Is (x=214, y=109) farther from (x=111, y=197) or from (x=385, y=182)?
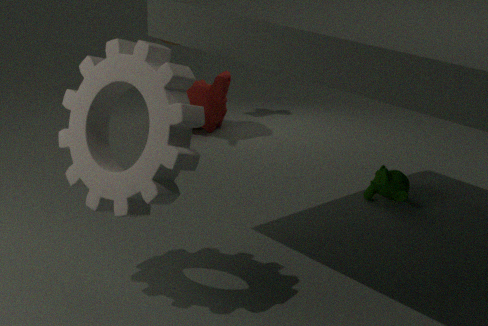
(x=111, y=197)
